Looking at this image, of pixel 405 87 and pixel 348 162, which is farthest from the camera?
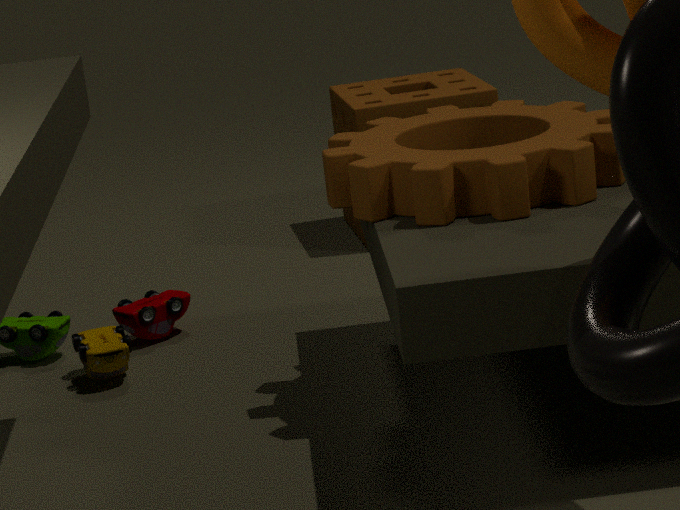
pixel 405 87
